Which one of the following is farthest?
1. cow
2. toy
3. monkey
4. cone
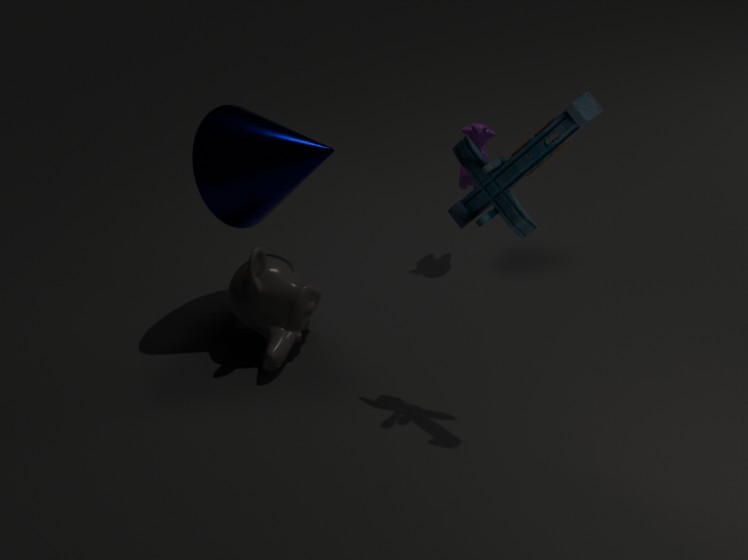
cow
